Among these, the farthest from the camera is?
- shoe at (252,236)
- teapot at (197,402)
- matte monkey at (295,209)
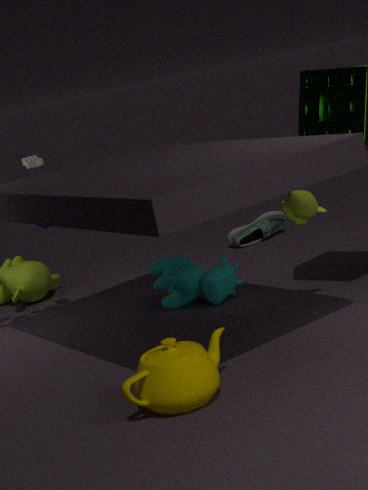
shoe at (252,236)
